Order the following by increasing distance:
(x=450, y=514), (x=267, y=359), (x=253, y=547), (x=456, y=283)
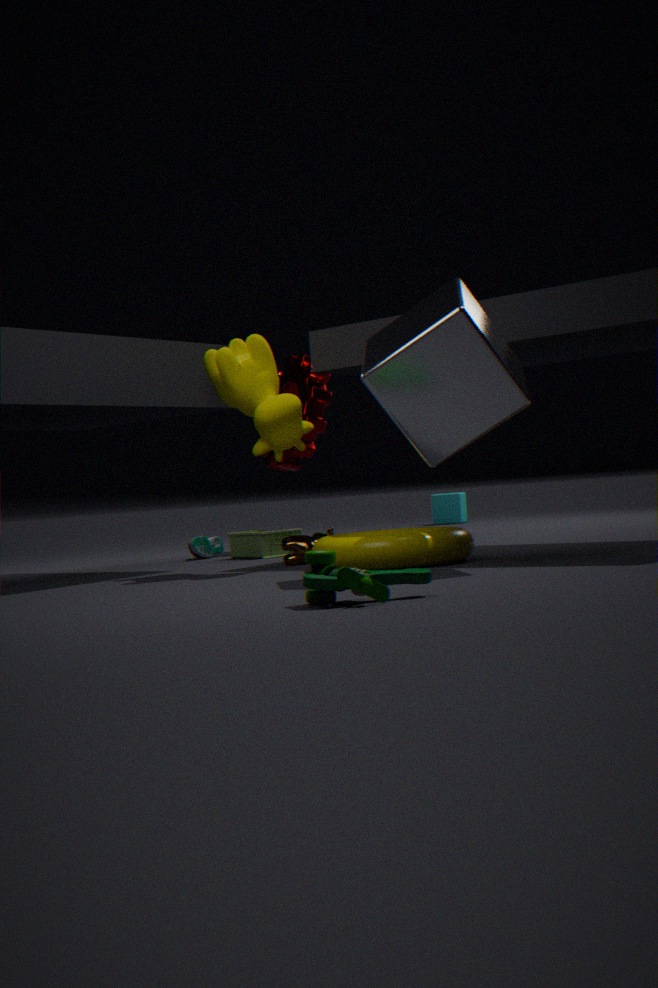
(x=456, y=283), (x=267, y=359), (x=253, y=547), (x=450, y=514)
